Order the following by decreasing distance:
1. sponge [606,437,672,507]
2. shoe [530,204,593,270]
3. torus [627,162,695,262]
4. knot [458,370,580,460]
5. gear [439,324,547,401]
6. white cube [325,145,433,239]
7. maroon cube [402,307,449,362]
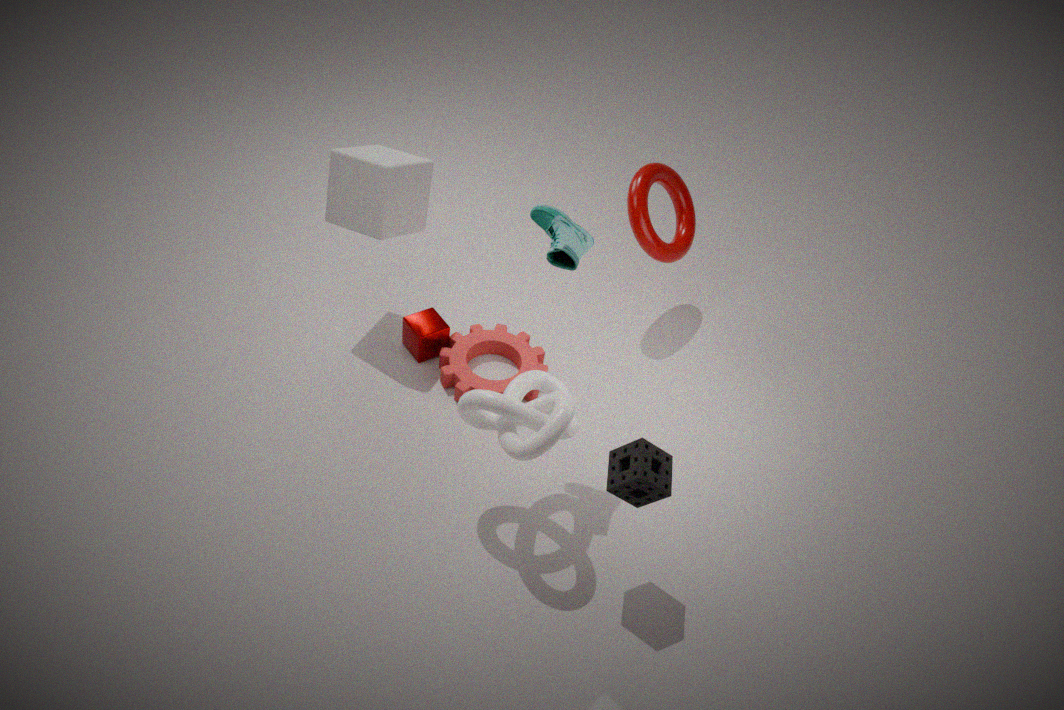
torus [627,162,695,262]
maroon cube [402,307,449,362]
gear [439,324,547,401]
white cube [325,145,433,239]
shoe [530,204,593,270]
knot [458,370,580,460]
sponge [606,437,672,507]
